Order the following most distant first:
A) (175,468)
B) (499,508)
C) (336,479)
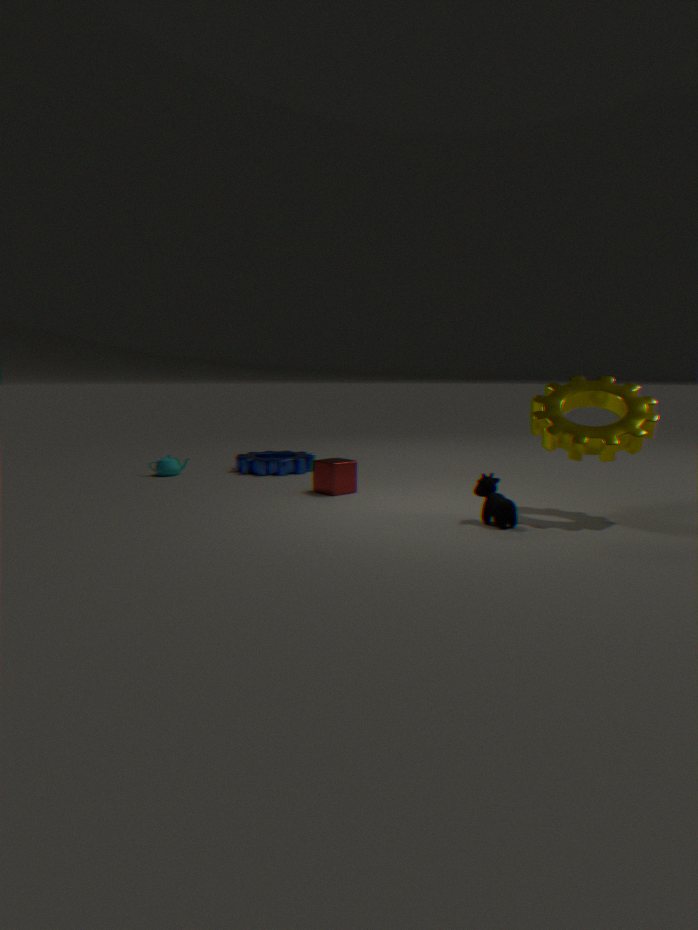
(175,468)
(336,479)
(499,508)
